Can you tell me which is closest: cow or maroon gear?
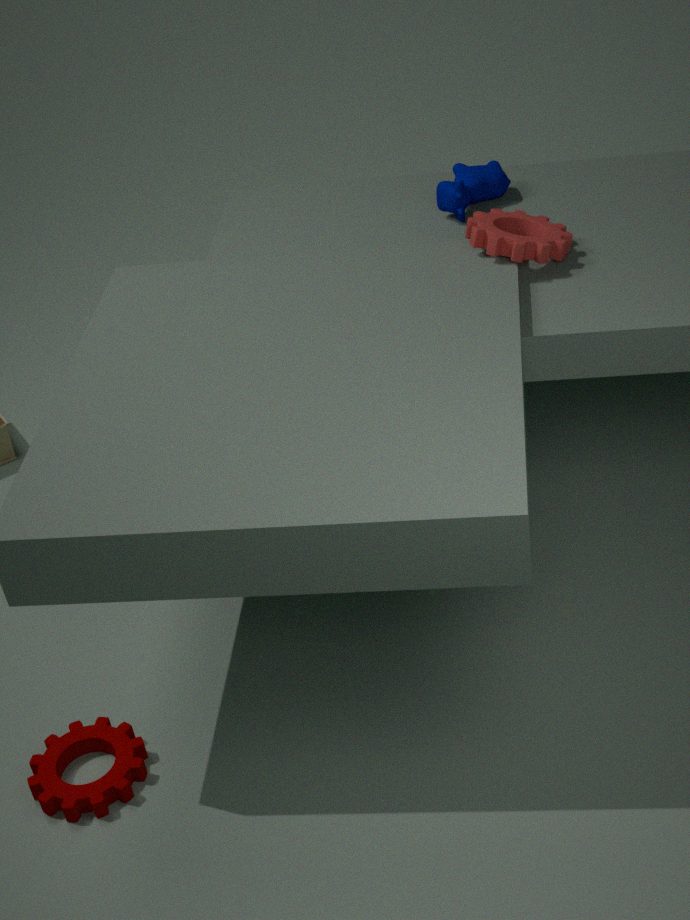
maroon gear
